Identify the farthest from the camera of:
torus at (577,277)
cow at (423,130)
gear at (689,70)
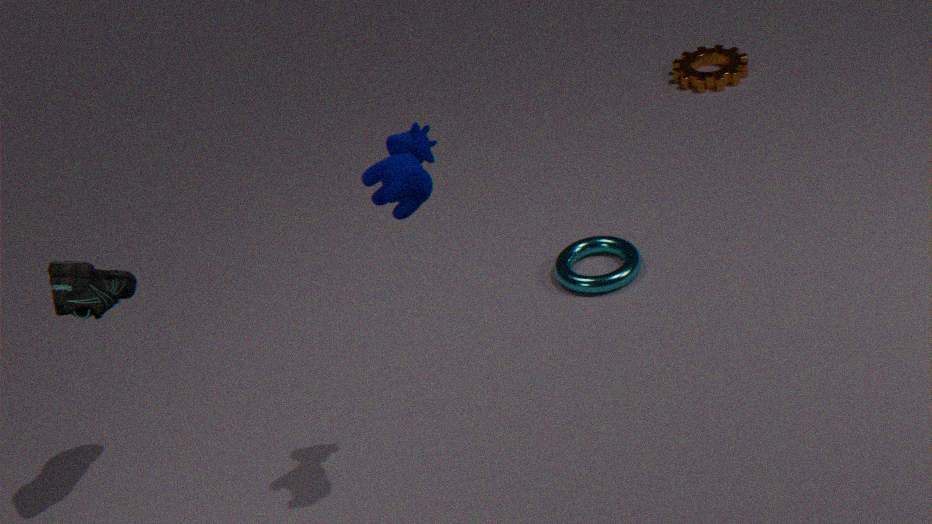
gear at (689,70)
